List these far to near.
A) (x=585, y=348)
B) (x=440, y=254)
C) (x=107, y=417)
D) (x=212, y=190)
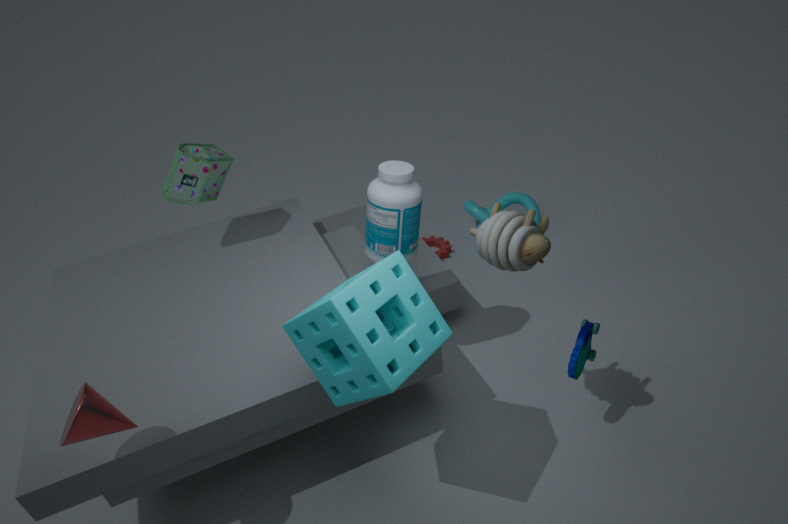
1. (x=440, y=254)
2. (x=212, y=190)
3. (x=585, y=348)
4. (x=107, y=417)
